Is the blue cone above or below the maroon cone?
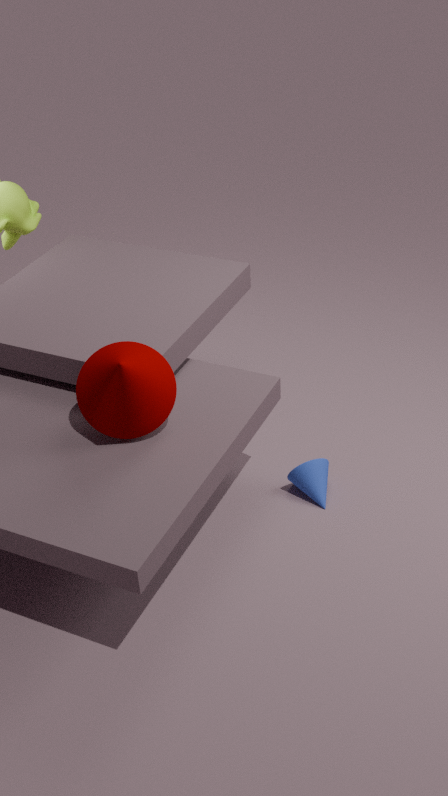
below
